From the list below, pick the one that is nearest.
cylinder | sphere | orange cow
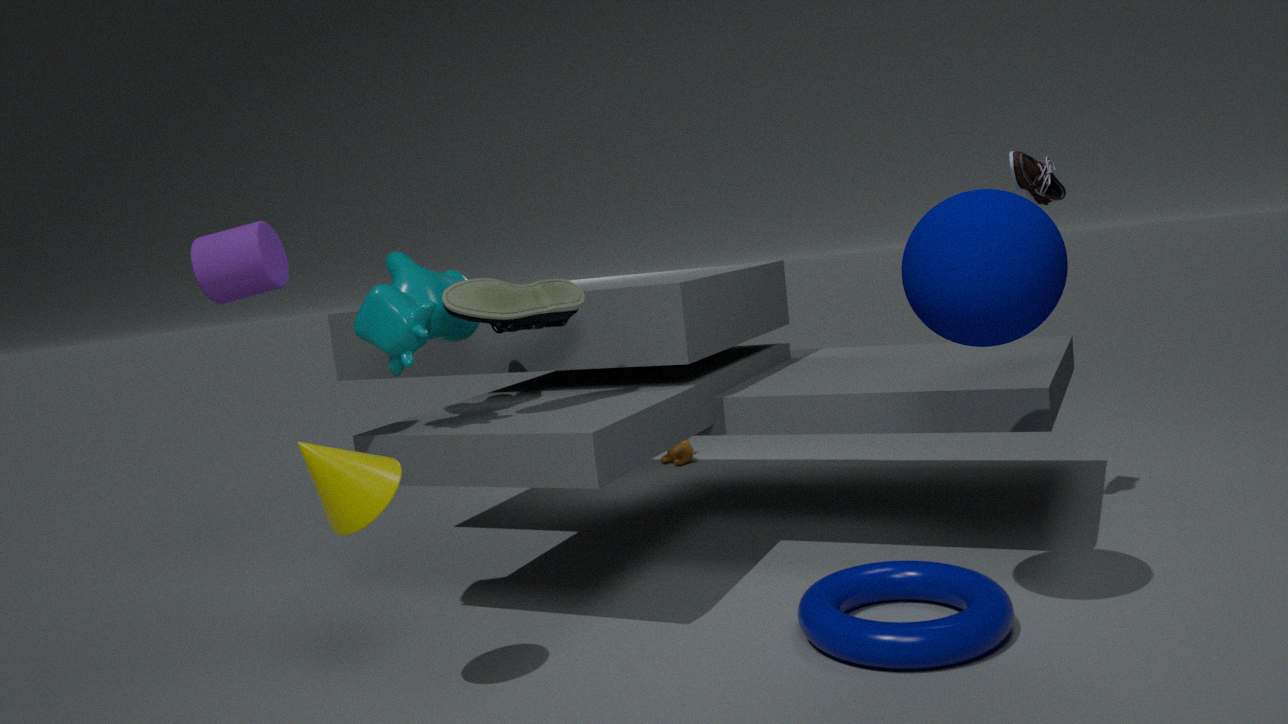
sphere
